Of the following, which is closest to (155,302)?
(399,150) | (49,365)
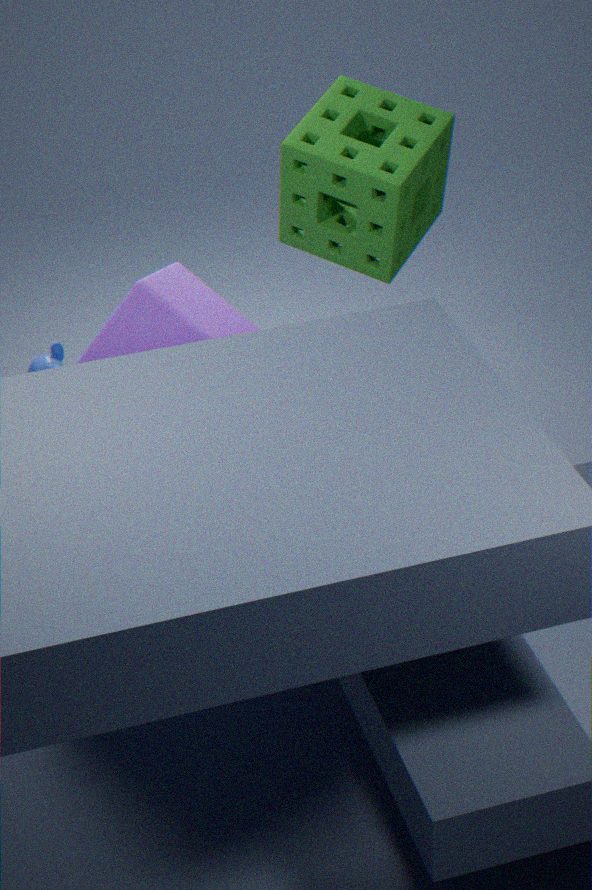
(399,150)
